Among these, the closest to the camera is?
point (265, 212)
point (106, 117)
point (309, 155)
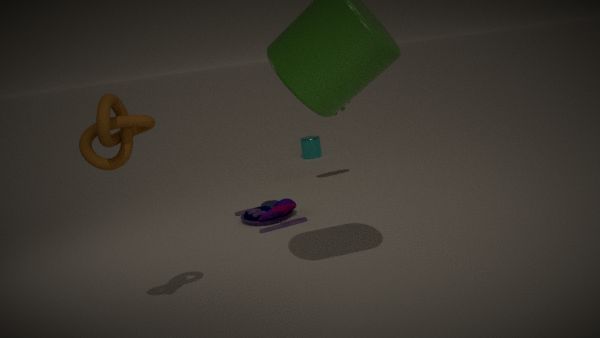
point (106, 117)
